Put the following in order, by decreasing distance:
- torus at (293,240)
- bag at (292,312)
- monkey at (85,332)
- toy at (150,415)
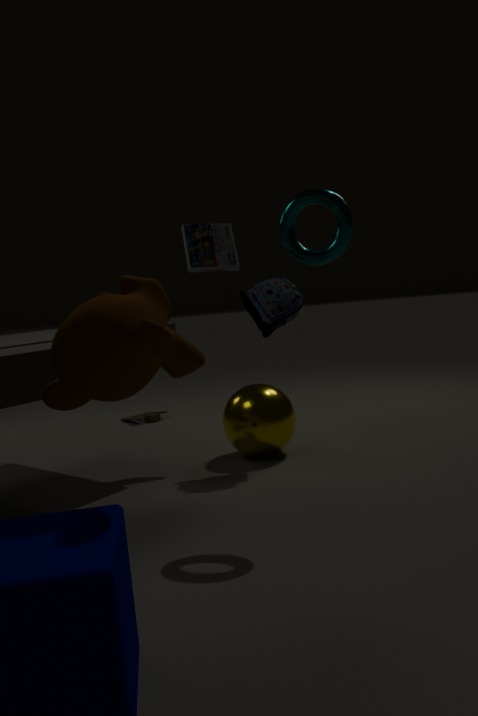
toy at (150,415) → bag at (292,312) → torus at (293,240) → monkey at (85,332)
